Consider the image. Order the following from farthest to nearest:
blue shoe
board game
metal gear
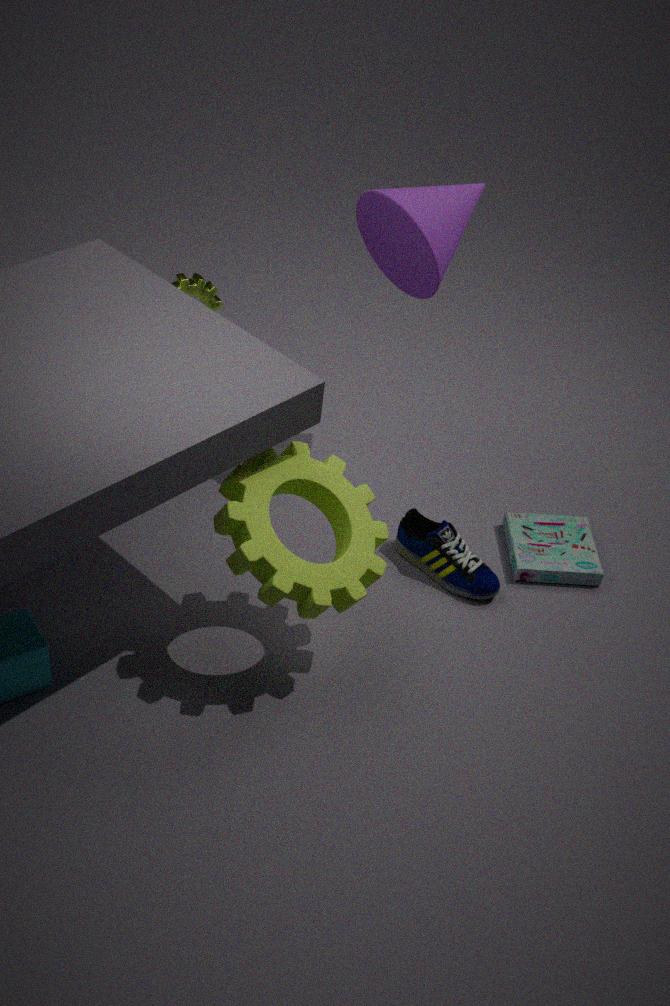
board game → metal gear → blue shoe
